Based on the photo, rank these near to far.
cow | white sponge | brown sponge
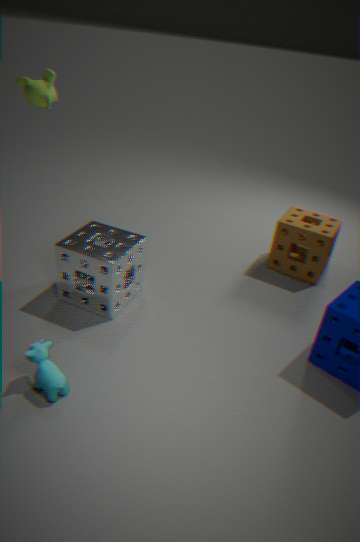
cow < white sponge < brown sponge
